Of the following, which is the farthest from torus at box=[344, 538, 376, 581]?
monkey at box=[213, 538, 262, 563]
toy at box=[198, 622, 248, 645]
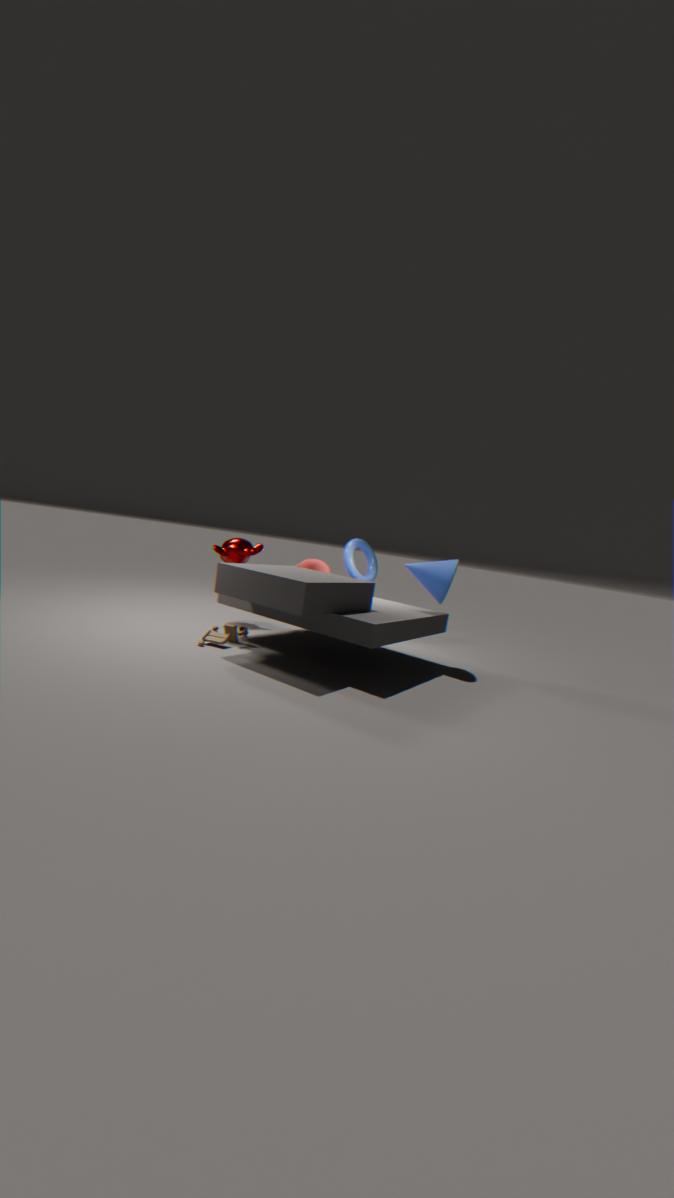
toy at box=[198, 622, 248, 645]
